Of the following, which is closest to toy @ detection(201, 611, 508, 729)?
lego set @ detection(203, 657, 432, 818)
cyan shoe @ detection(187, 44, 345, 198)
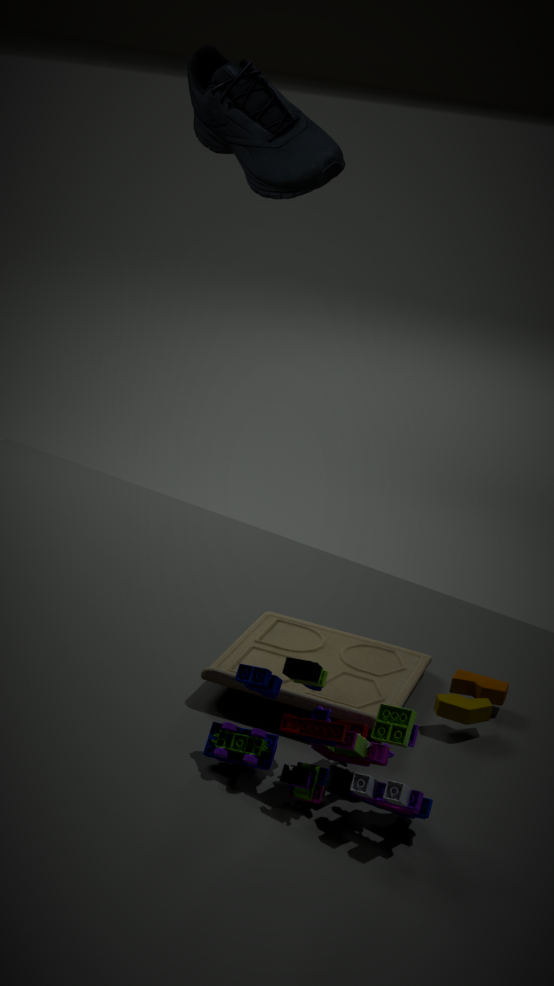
lego set @ detection(203, 657, 432, 818)
